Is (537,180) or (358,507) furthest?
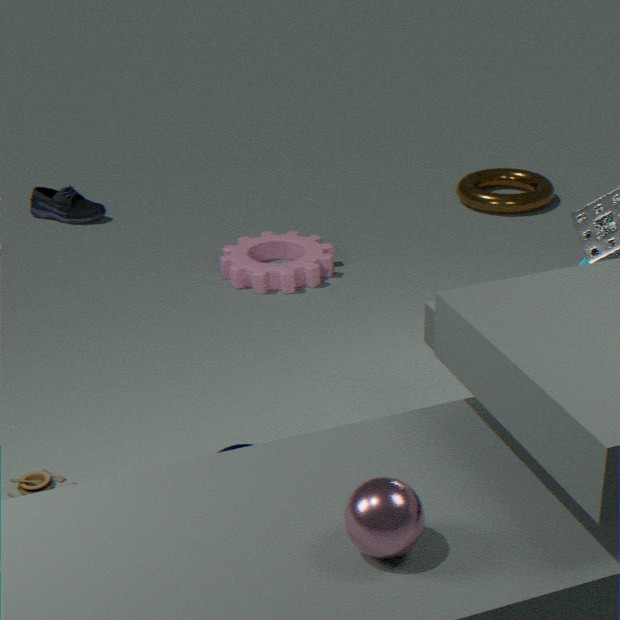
(537,180)
